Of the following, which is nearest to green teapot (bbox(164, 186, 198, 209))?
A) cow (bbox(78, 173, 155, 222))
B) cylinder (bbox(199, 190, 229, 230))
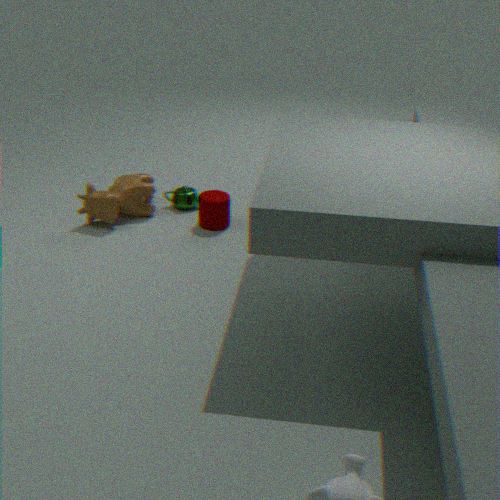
cow (bbox(78, 173, 155, 222))
